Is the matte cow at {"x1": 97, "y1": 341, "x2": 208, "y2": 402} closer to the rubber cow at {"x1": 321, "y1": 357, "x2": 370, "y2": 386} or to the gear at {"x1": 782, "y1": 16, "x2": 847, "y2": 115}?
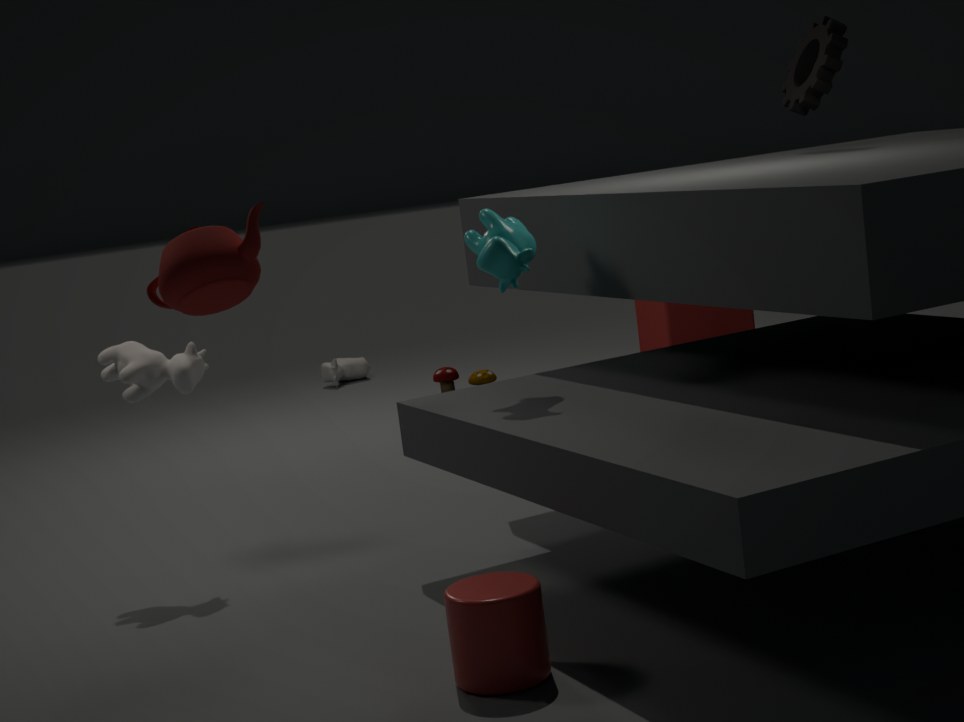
the gear at {"x1": 782, "y1": 16, "x2": 847, "y2": 115}
